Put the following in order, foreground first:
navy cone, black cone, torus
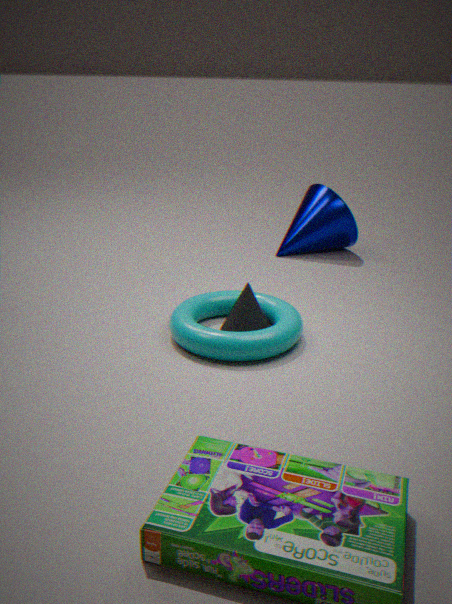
torus, black cone, navy cone
